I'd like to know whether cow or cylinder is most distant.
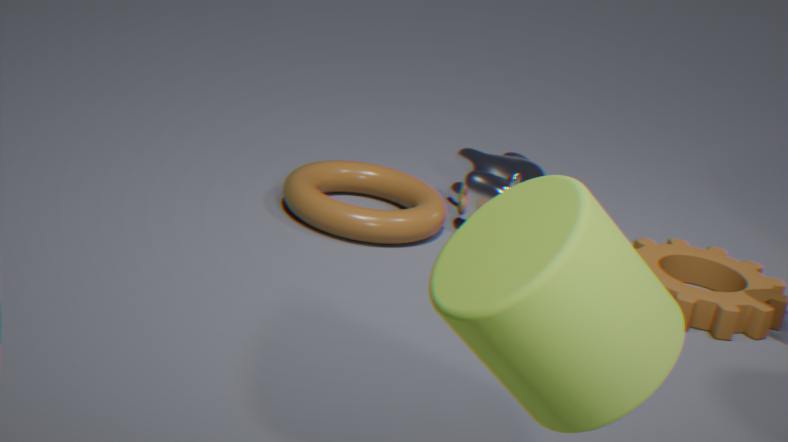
cow
